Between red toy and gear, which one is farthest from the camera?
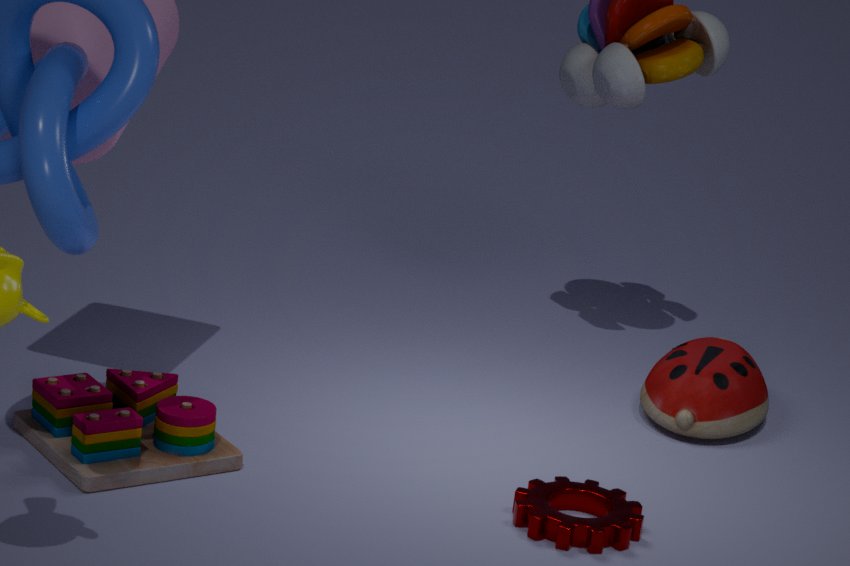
red toy
